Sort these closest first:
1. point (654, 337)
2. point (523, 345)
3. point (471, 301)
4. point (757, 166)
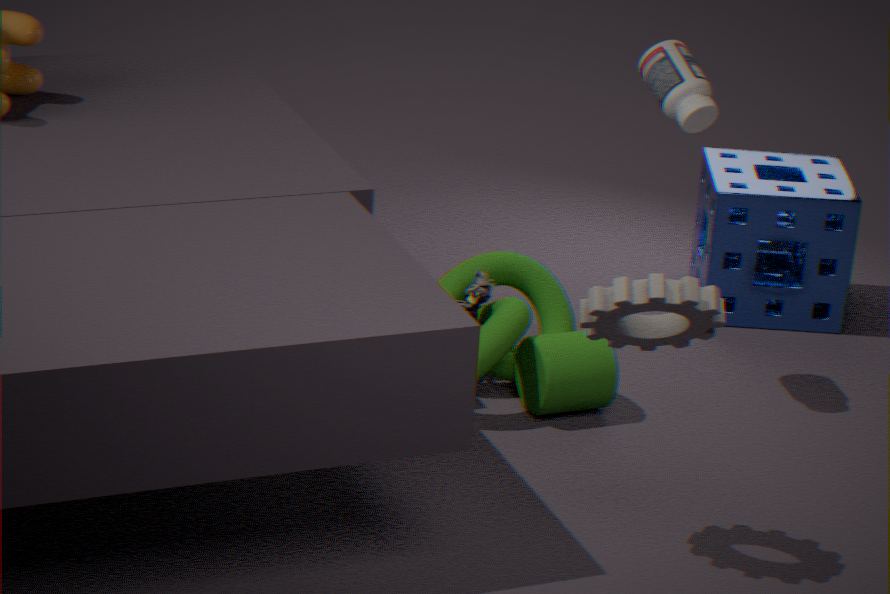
point (654, 337) < point (523, 345) < point (471, 301) < point (757, 166)
